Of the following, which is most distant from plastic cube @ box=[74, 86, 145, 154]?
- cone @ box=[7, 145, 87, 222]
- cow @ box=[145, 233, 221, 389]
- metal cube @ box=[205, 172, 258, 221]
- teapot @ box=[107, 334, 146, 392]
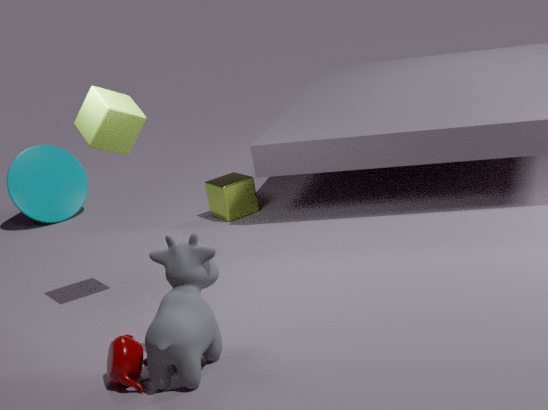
cone @ box=[7, 145, 87, 222]
